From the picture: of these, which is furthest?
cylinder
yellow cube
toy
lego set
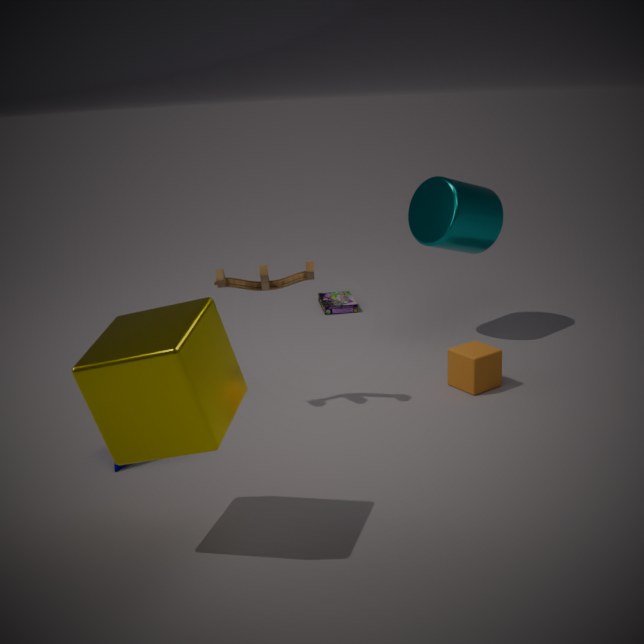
lego set
